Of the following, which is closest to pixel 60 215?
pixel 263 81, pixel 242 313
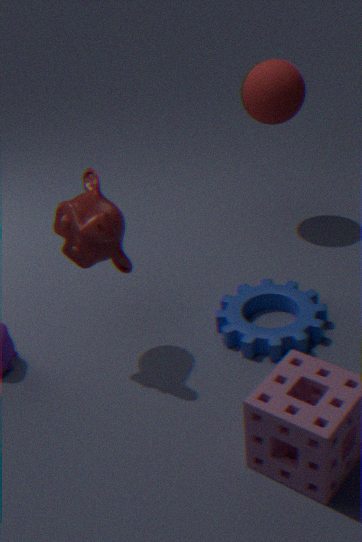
pixel 242 313
